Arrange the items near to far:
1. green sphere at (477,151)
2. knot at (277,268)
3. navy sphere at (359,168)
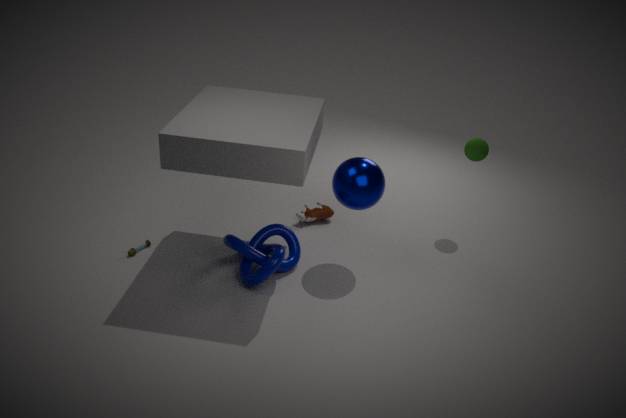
knot at (277,268) < navy sphere at (359,168) < green sphere at (477,151)
